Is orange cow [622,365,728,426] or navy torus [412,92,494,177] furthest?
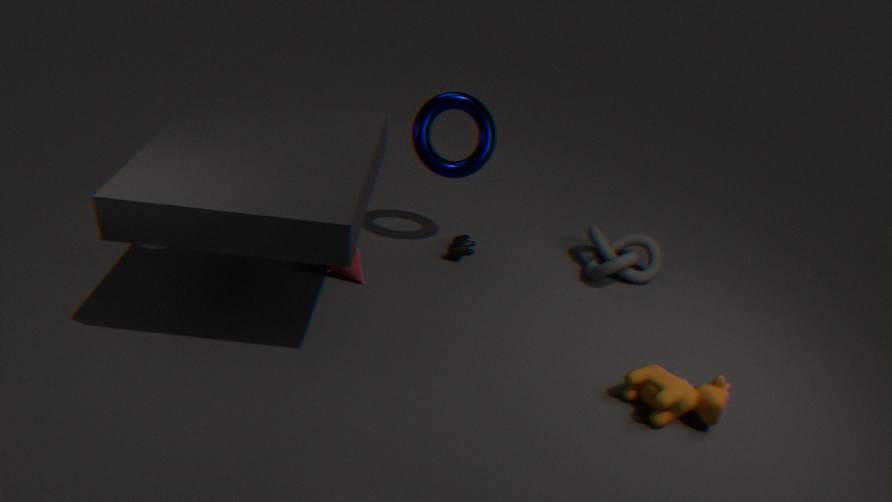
navy torus [412,92,494,177]
